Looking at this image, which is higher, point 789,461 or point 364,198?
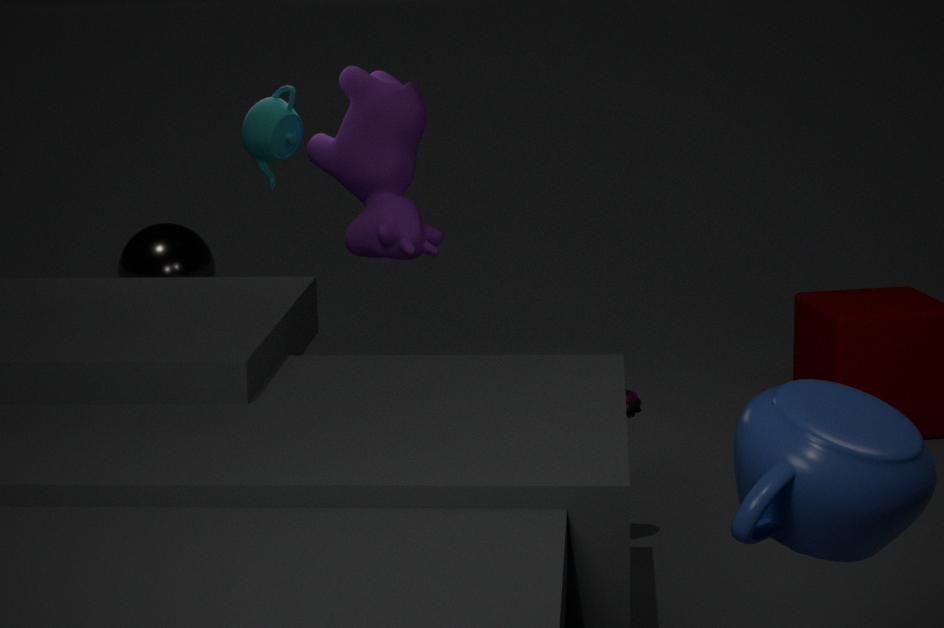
point 364,198
